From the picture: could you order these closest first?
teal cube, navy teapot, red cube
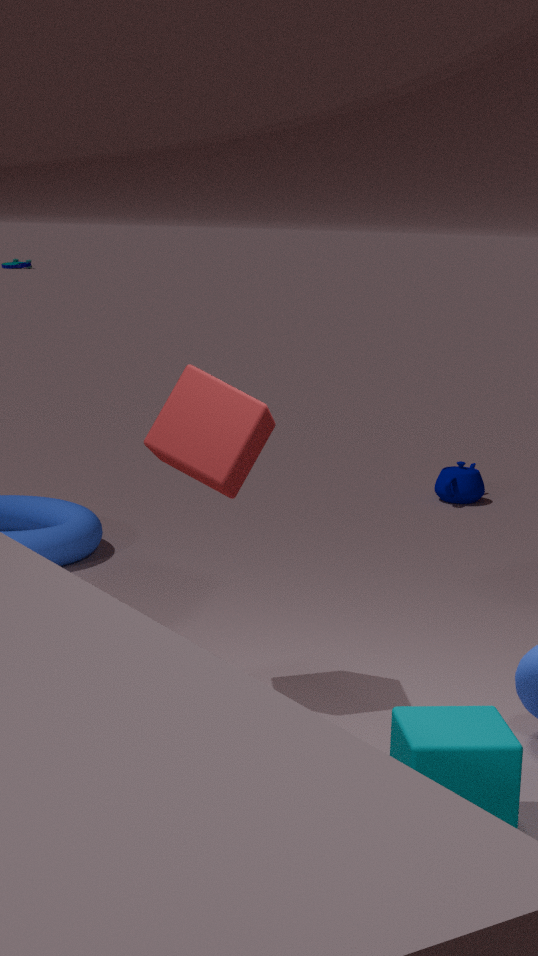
1. teal cube
2. red cube
3. navy teapot
